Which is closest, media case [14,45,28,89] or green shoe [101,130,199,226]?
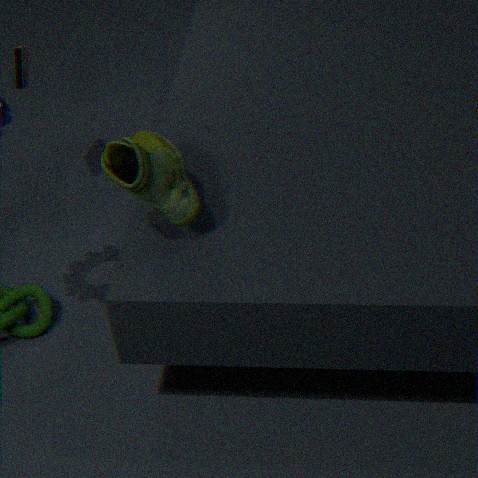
green shoe [101,130,199,226]
